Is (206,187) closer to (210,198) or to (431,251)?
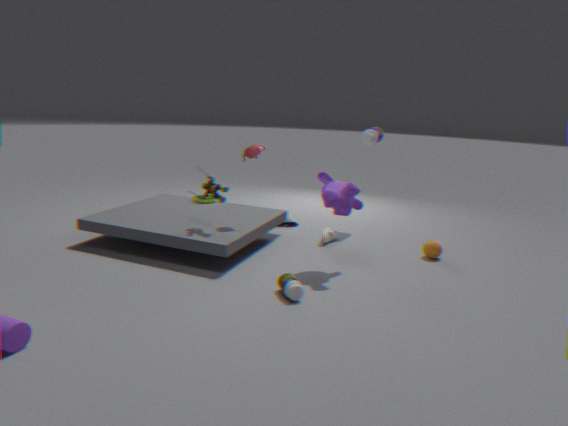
(210,198)
